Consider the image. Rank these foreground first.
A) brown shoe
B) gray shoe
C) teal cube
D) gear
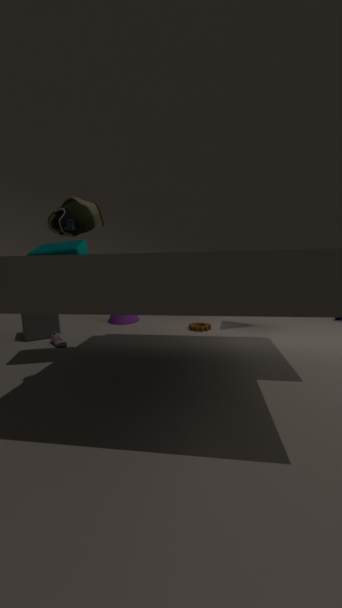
brown shoe, teal cube, gray shoe, gear
